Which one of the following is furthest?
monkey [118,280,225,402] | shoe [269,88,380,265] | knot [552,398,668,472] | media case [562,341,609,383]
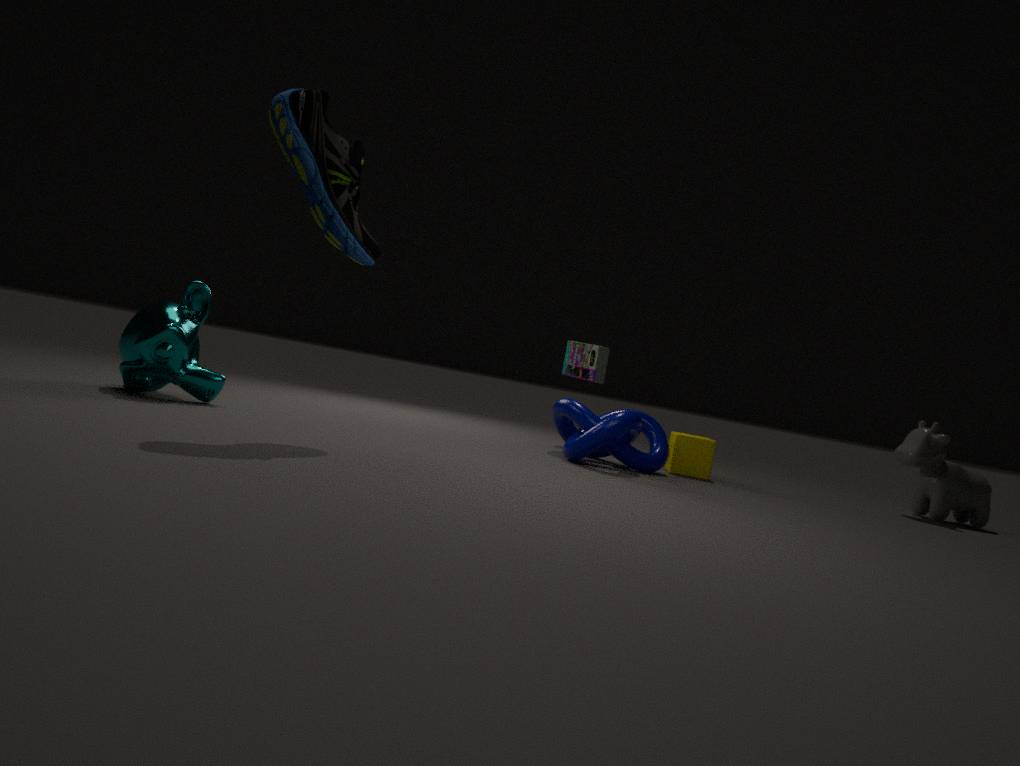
media case [562,341,609,383]
